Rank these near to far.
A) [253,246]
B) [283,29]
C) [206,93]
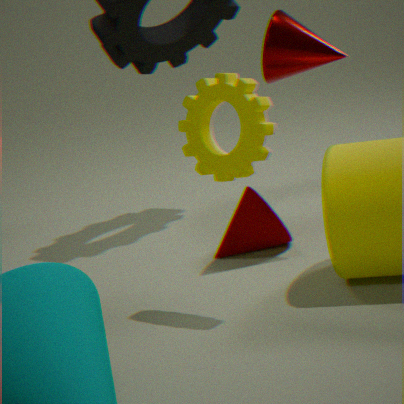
[206,93] < [283,29] < [253,246]
